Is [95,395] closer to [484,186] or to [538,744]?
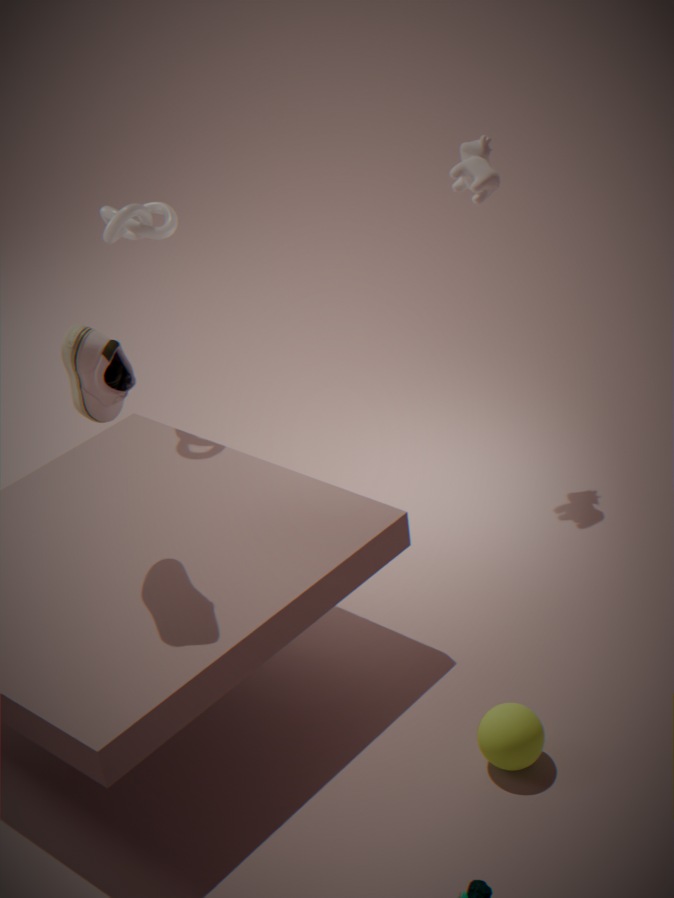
[538,744]
